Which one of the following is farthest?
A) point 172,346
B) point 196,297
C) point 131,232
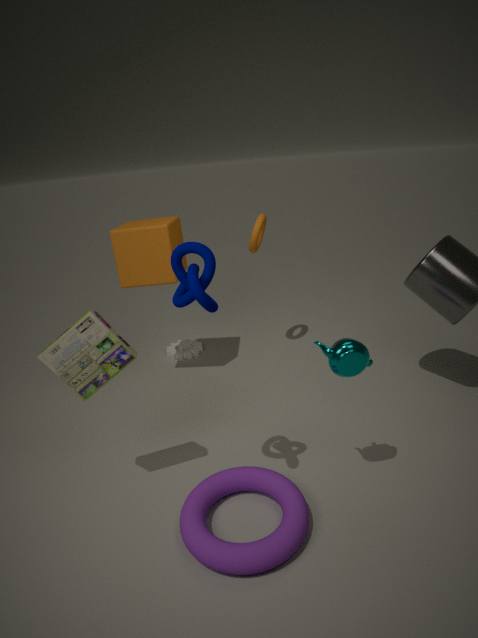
point 172,346
